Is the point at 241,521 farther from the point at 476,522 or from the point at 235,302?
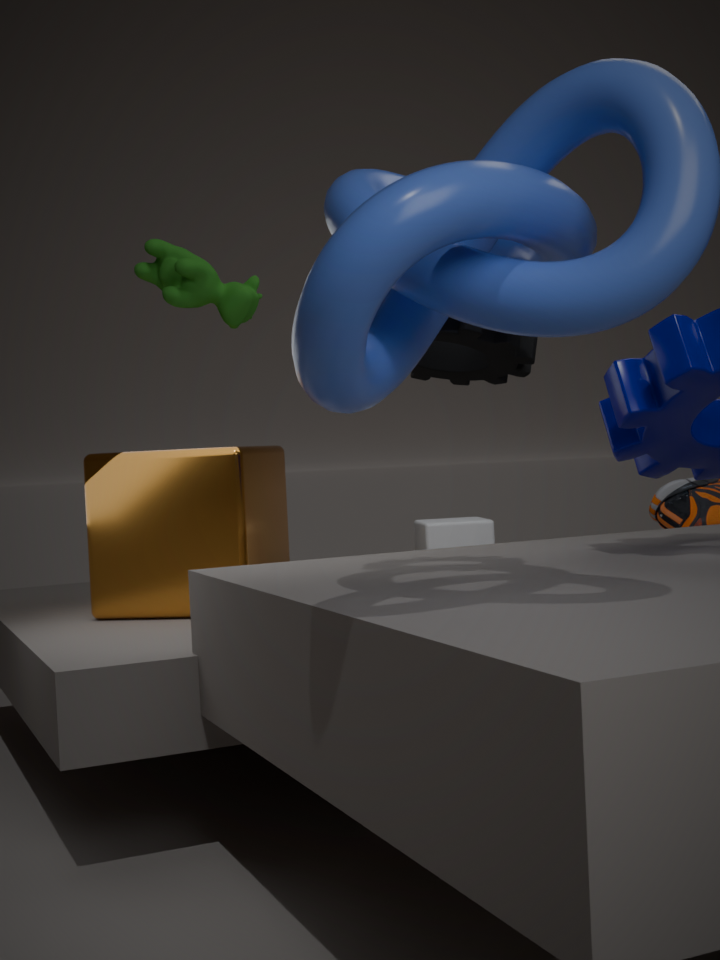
the point at 476,522
